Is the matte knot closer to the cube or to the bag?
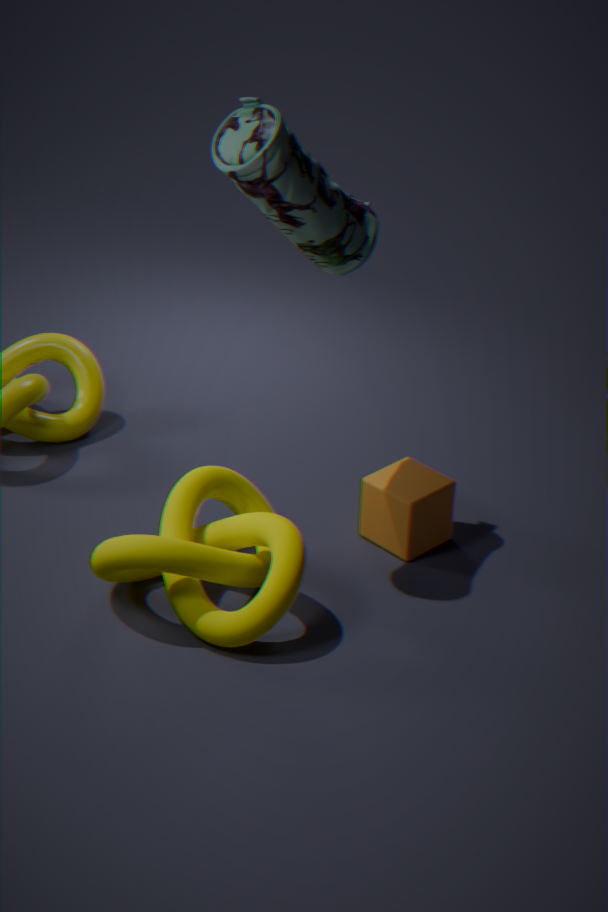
the cube
